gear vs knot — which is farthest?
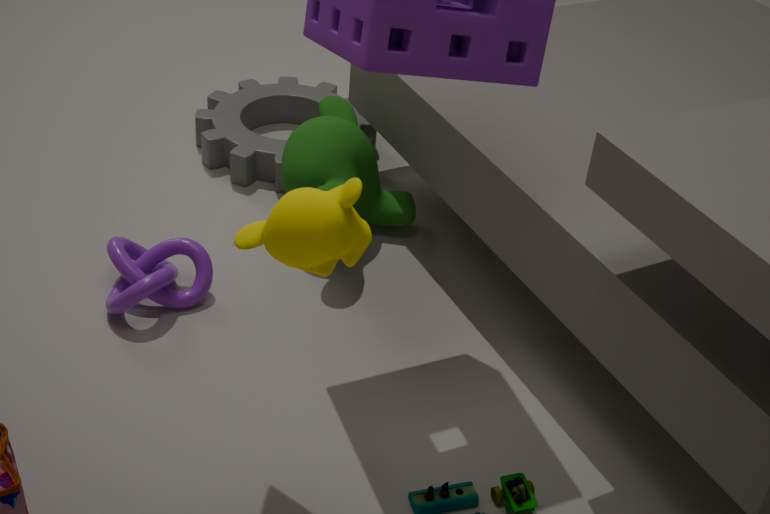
gear
